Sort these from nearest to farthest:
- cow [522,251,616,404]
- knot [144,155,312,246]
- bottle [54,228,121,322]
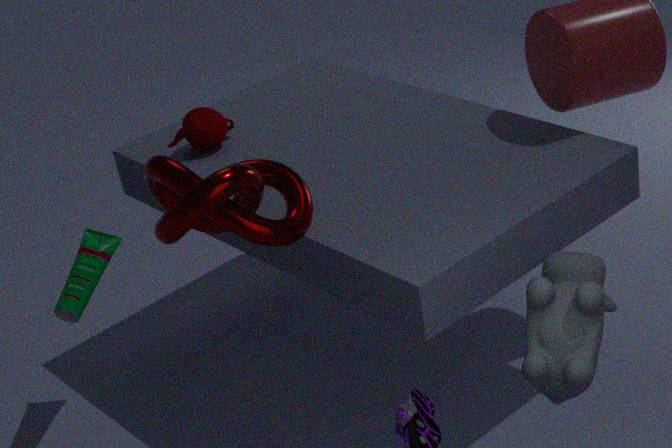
1. cow [522,251,616,404]
2. knot [144,155,312,246]
3. bottle [54,228,121,322]
